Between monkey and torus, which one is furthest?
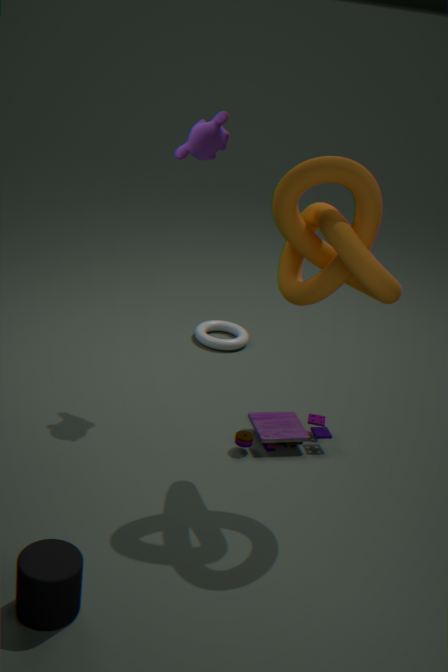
torus
